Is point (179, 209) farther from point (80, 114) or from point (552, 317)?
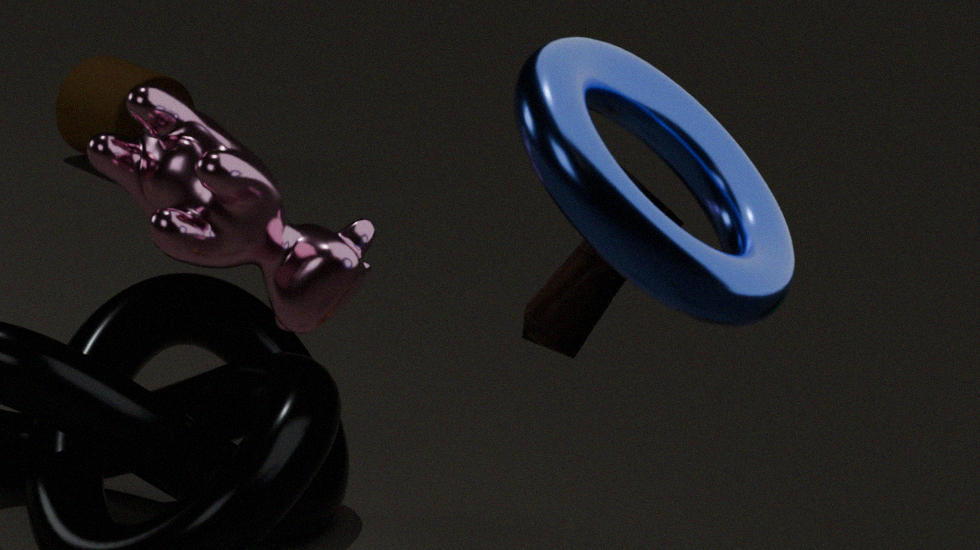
point (80, 114)
